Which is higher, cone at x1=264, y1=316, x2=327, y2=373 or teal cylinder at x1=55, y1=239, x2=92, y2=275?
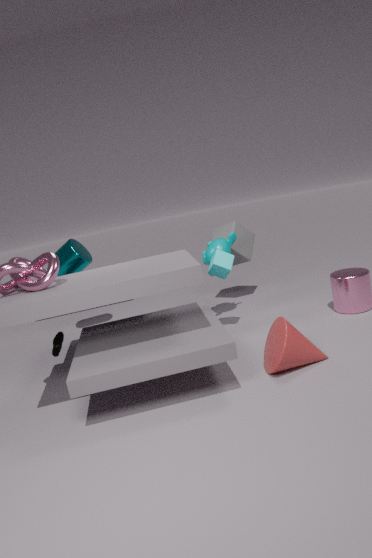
teal cylinder at x1=55, y1=239, x2=92, y2=275
